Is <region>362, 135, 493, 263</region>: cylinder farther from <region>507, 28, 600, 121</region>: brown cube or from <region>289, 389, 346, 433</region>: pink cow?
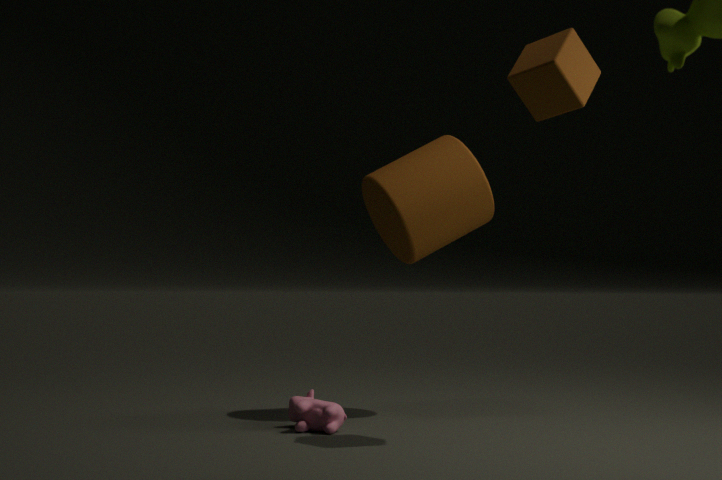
<region>289, 389, 346, 433</region>: pink cow
